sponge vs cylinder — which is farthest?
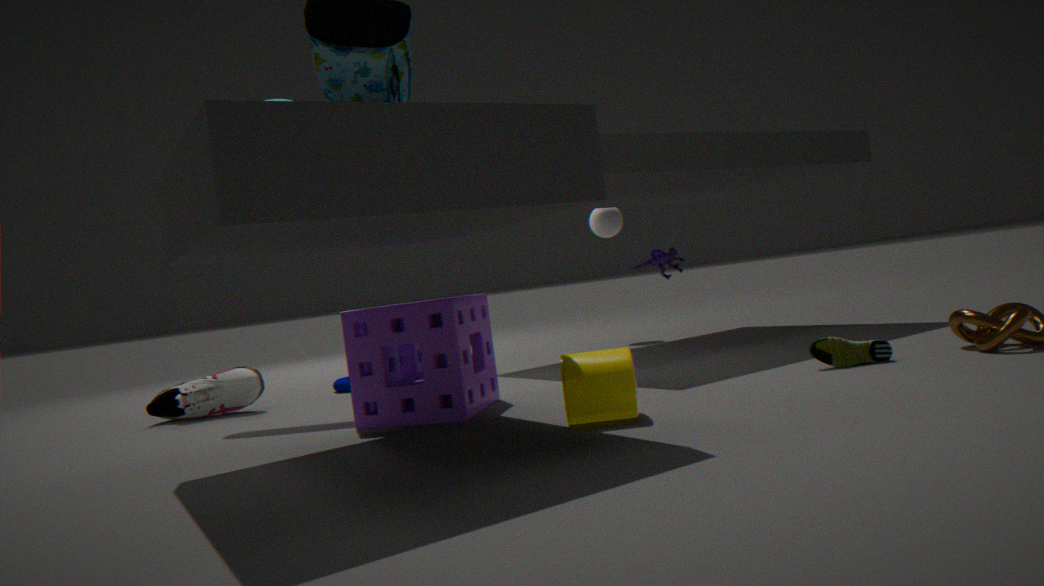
sponge
